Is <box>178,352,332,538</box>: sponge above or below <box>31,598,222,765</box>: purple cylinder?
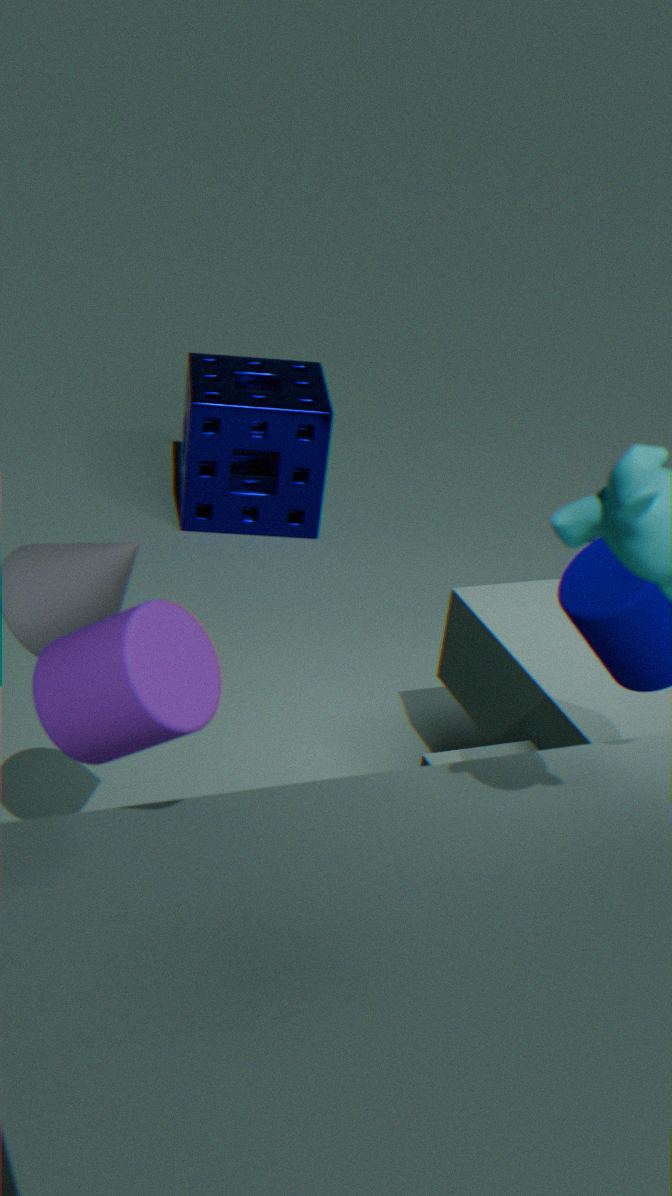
below
